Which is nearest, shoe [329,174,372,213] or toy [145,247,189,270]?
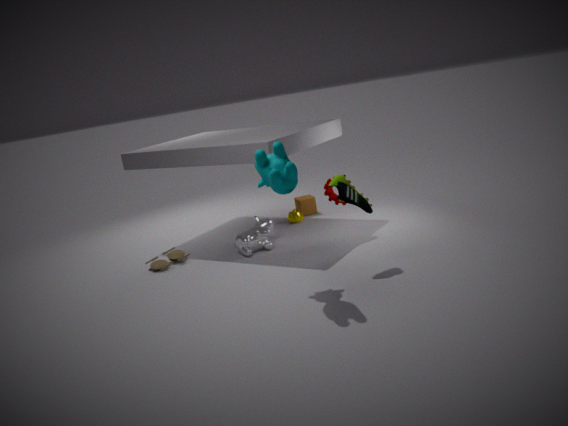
shoe [329,174,372,213]
